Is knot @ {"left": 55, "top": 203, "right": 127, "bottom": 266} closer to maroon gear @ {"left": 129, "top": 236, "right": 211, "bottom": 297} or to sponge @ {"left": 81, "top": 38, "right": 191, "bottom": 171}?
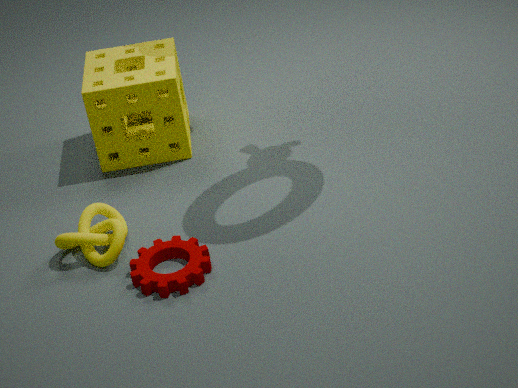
maroon gear @ {"left": 129, "top": 236, "right": 211, "bottom": 297}
